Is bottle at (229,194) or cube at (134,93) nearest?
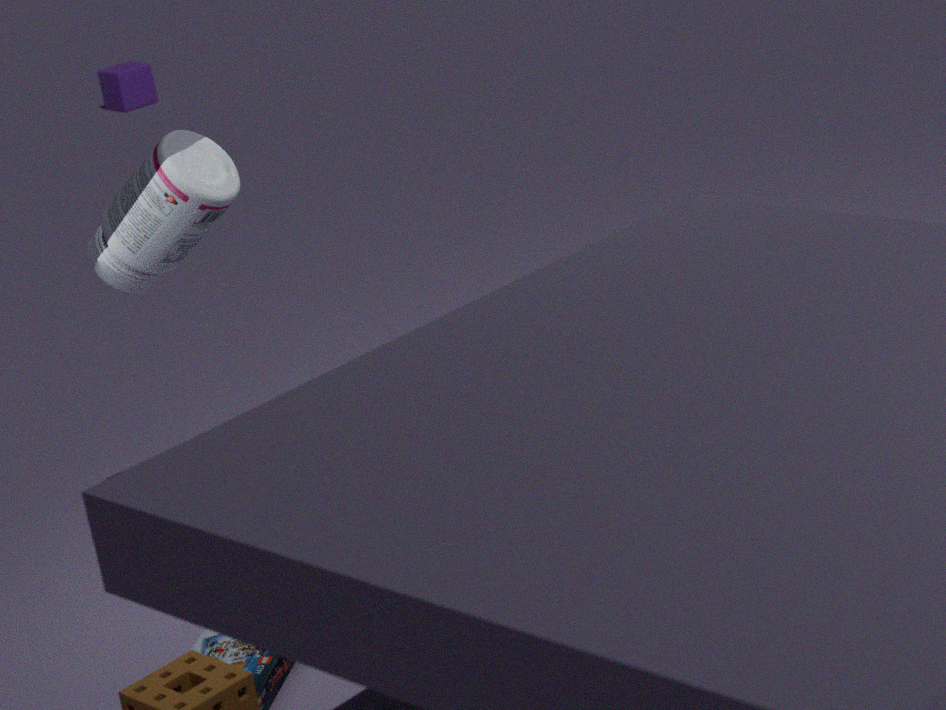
bottle at (229,194)
